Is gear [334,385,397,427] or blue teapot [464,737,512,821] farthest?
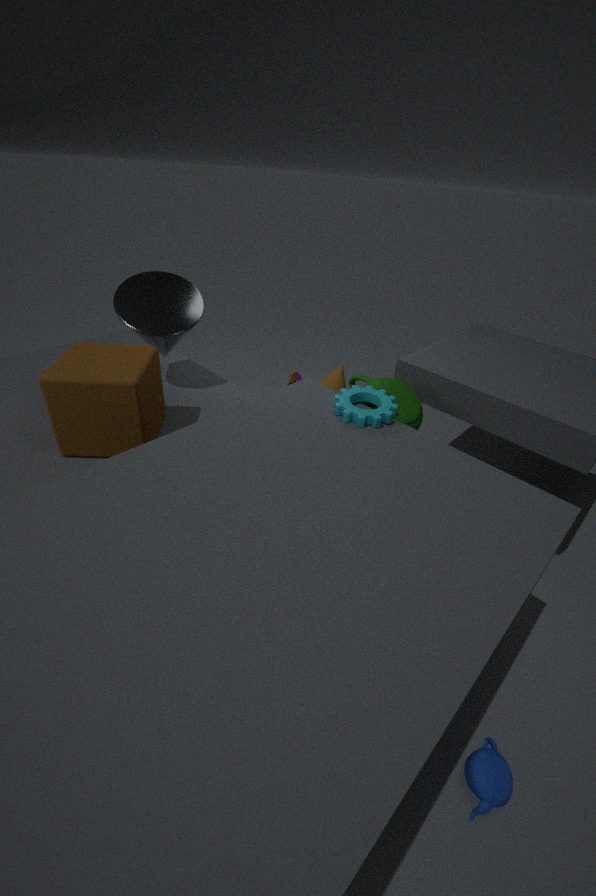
gear [334,385,397,427]
